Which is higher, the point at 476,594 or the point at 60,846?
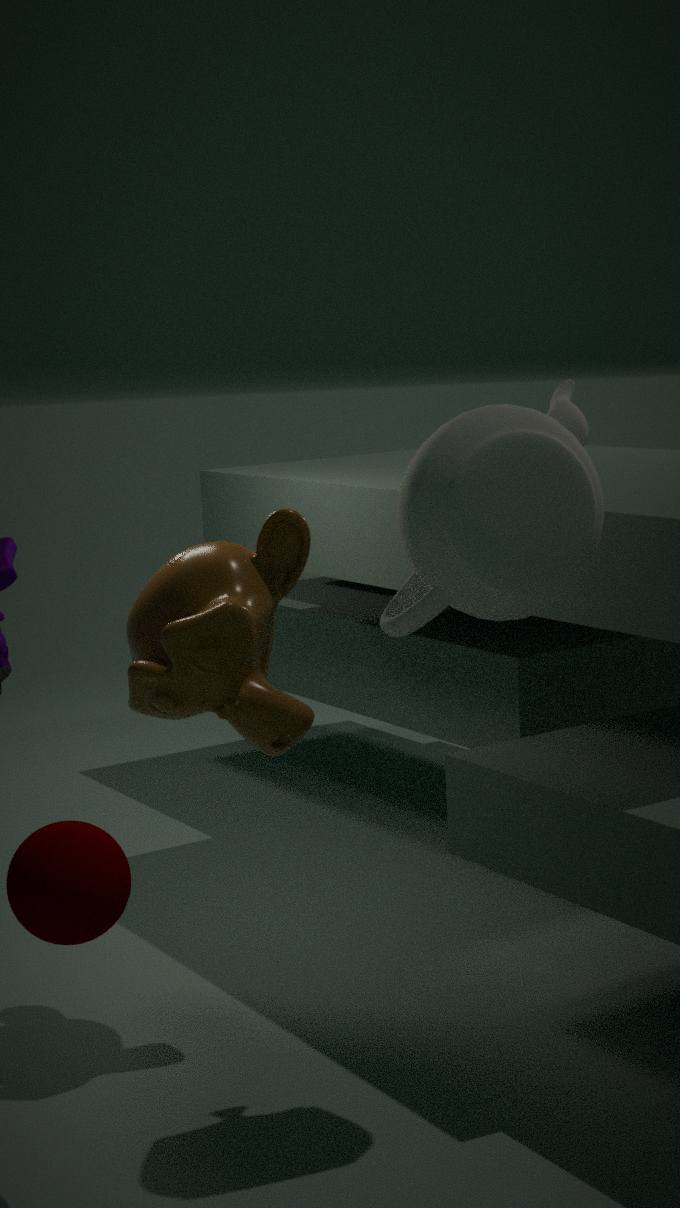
the point at 476,594
